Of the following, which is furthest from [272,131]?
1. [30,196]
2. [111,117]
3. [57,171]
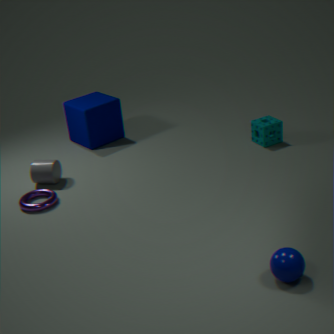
[30,196]
